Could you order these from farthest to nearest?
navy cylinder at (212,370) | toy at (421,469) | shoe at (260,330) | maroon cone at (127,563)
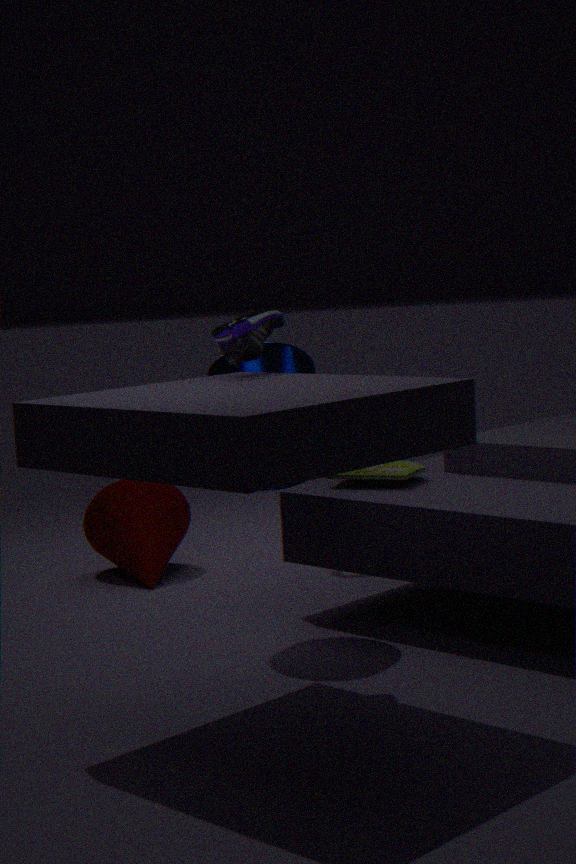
maroon cone at (127,563)
toy at (421,469)
navy cylinder at (212,370)
shoe at (260,330)
